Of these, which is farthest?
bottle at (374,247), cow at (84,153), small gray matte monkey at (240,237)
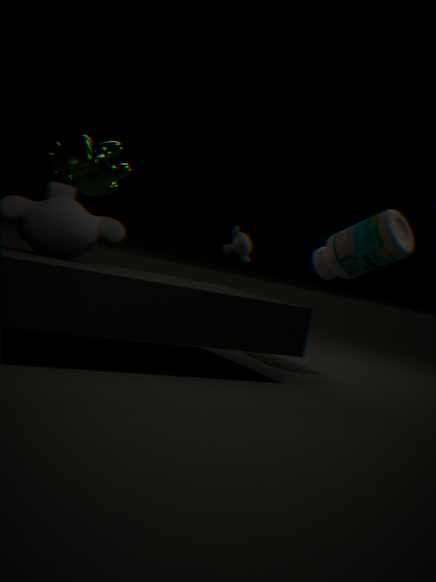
small gray matte monkey at (240,237)
